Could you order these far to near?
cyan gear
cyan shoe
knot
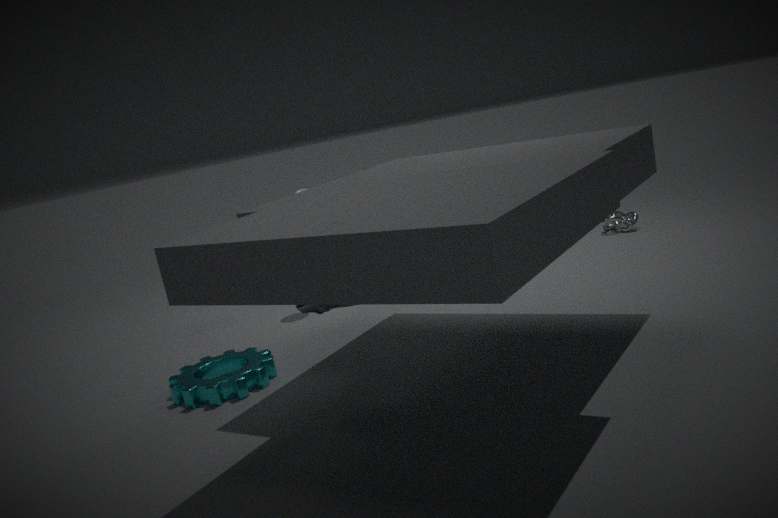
knot, cyan gear, cyan shoe
